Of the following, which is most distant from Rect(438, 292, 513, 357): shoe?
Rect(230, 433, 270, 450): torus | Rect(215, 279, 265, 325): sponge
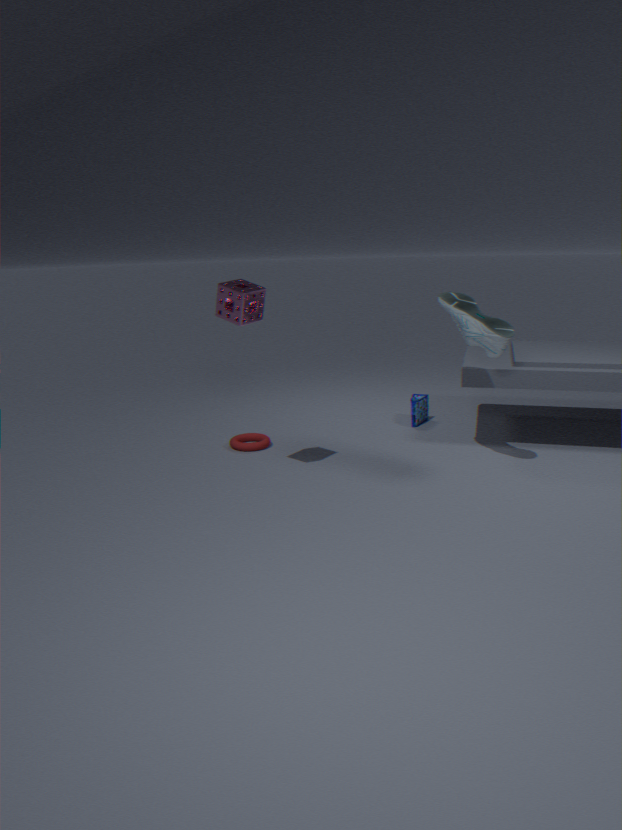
Rect(230, 433, 270, 450): torus
